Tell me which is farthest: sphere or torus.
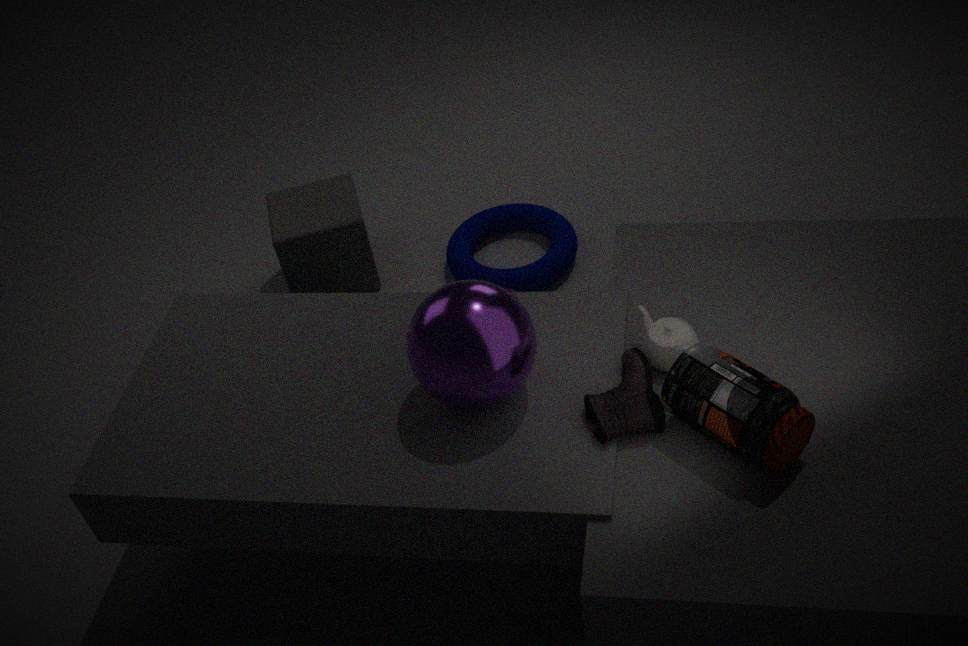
torus
